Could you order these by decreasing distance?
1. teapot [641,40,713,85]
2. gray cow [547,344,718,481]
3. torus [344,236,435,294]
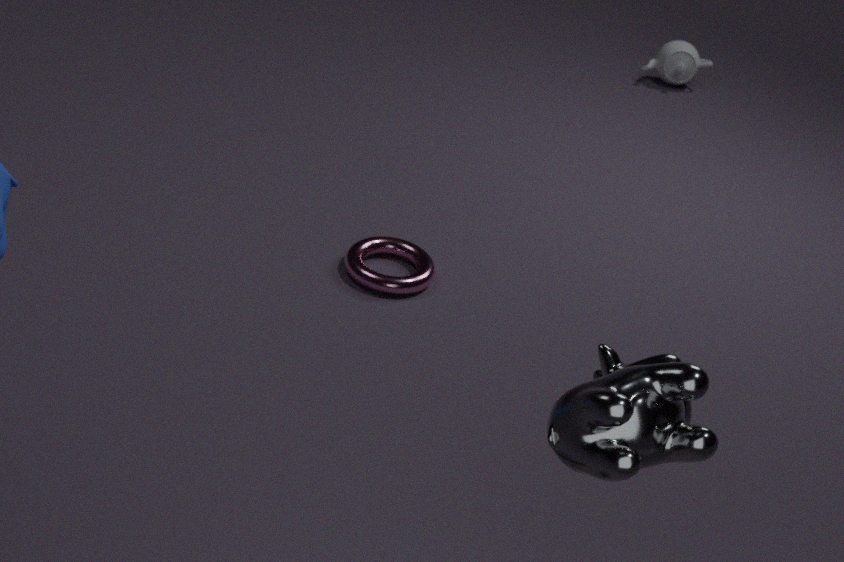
1. teapot [641,40,713,85]
2. torus [344,236,435,294]
3. gray cow [547,344,718,481]
